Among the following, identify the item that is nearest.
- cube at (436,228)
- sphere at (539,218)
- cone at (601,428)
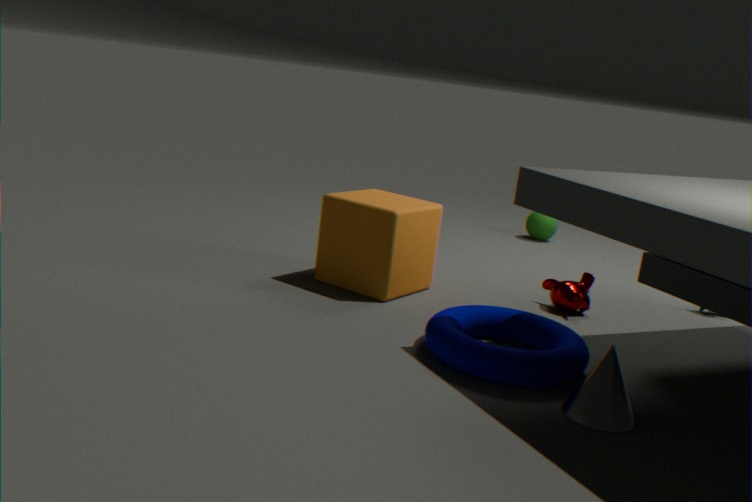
cone at (601,428)
